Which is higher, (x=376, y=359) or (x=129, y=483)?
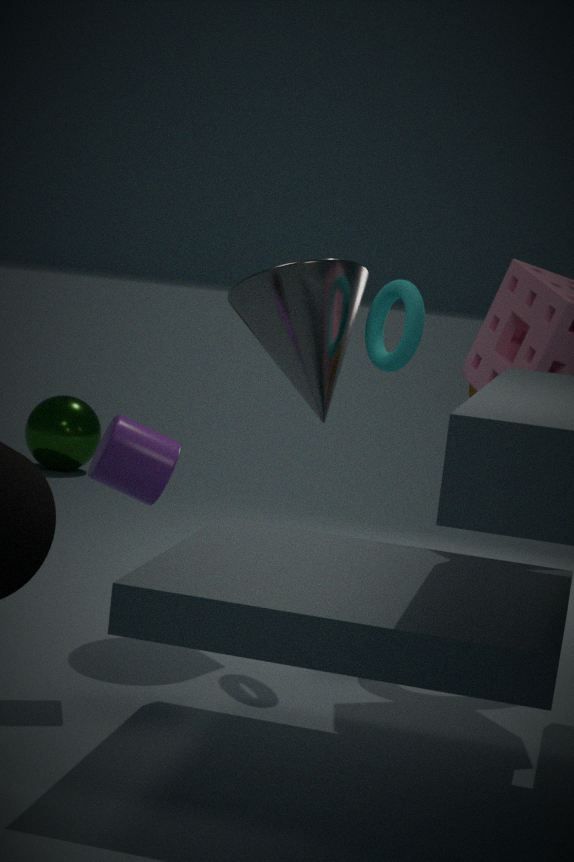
(x=376, y=359)
